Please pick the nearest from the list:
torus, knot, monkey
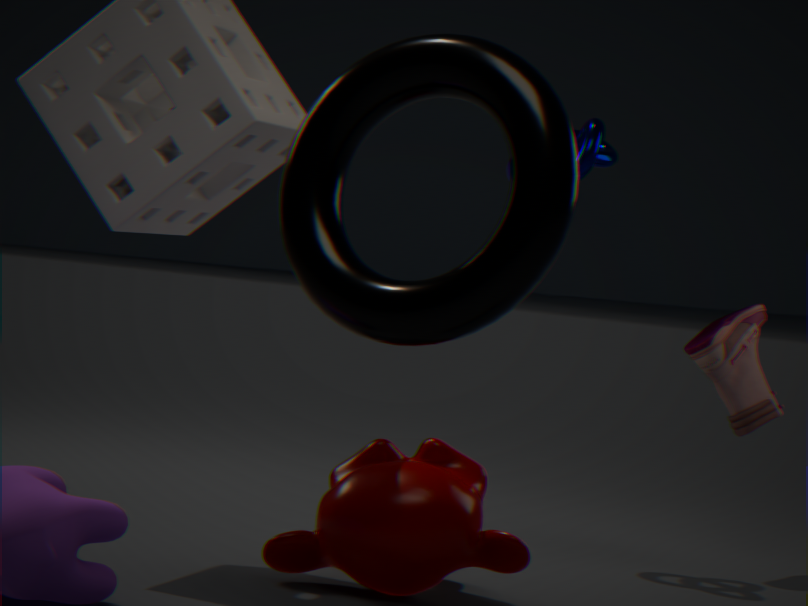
torus
